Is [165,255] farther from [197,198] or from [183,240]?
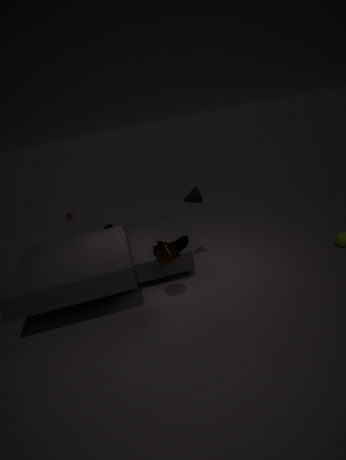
[197,198]
